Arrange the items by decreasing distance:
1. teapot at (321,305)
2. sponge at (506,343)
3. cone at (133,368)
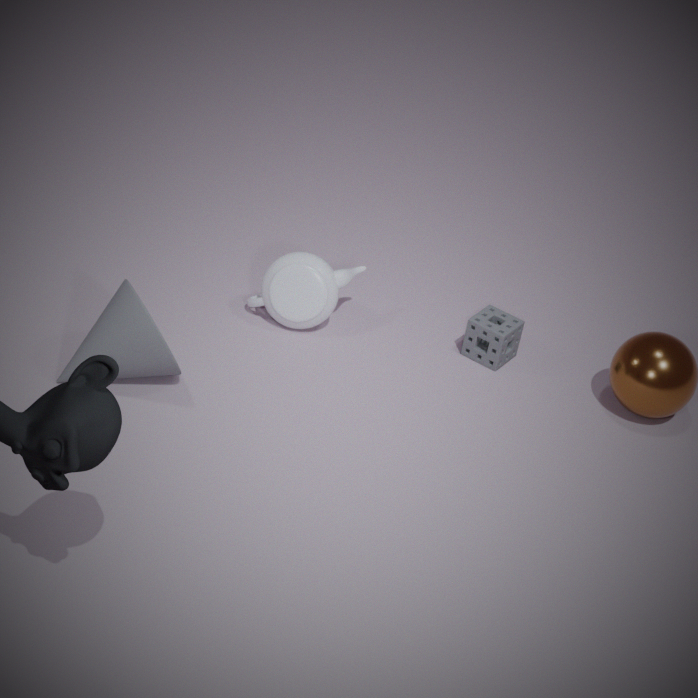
sponge at (506,343) → teapot at (321,305) → cone at (133,368)
